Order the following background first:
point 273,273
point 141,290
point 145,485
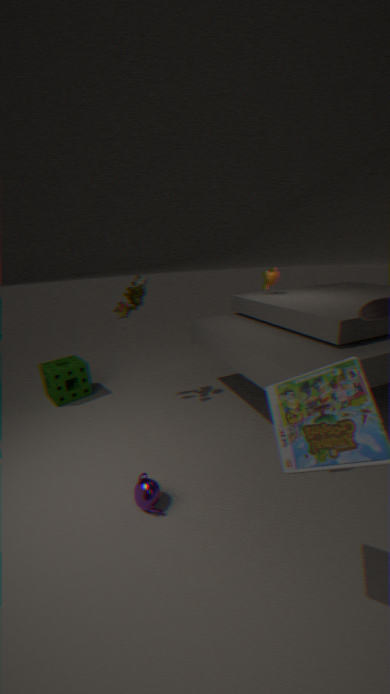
point 273,273
point 141,290
point 145,485
